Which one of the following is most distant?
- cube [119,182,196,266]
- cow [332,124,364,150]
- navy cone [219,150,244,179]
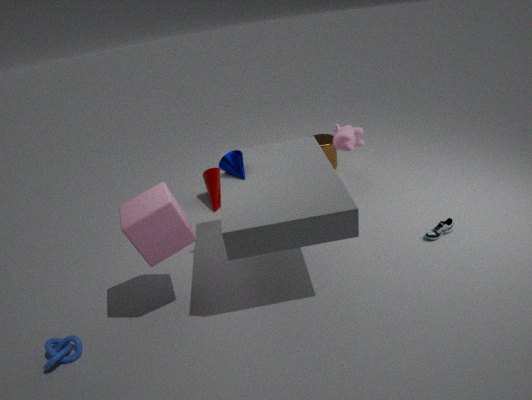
cow [332,124,364,150]
